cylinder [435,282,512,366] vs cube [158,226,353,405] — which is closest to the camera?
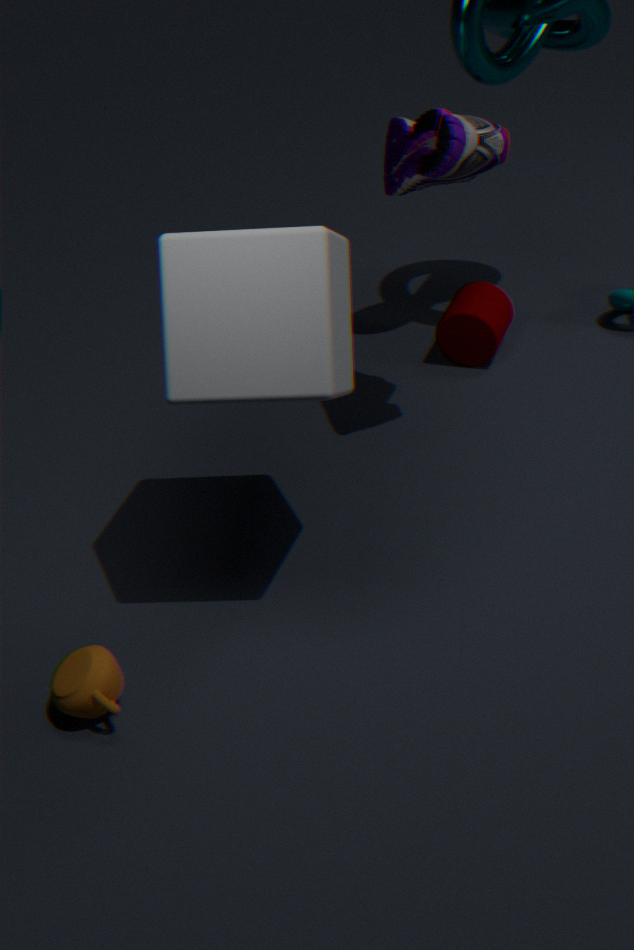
cube [158,226,353,405]
